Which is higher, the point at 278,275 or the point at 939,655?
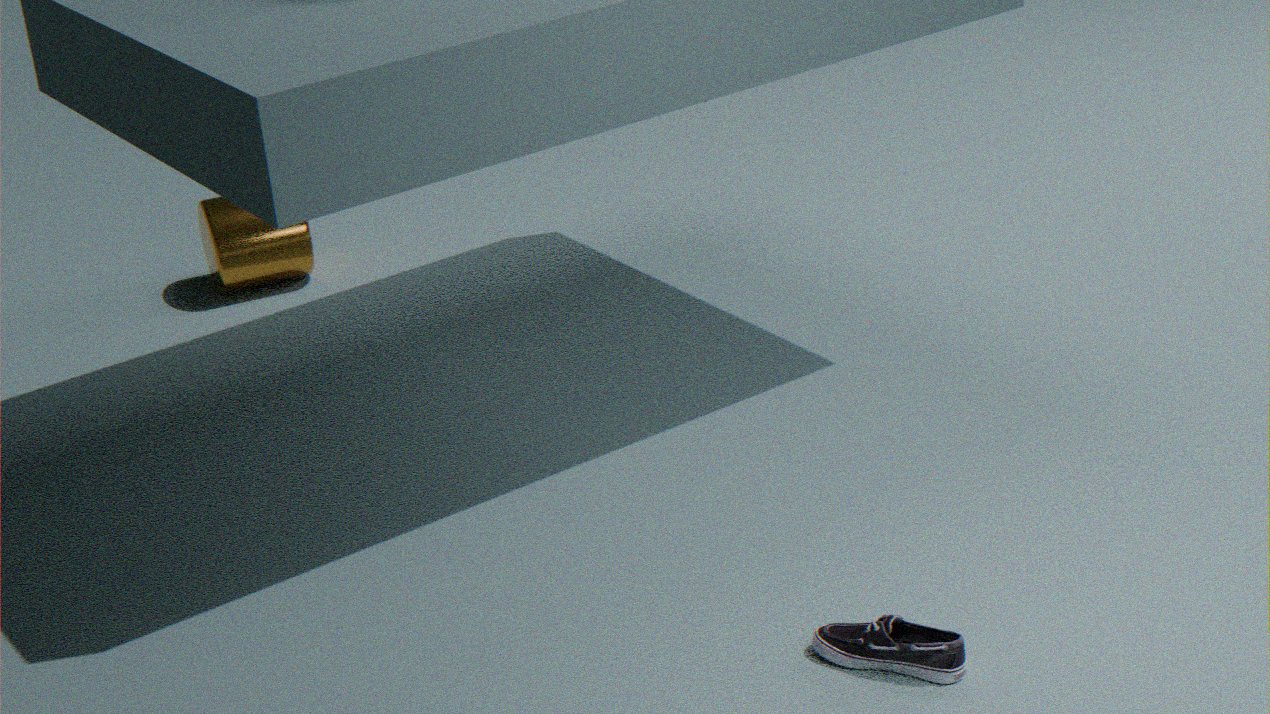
the point at 278,275
